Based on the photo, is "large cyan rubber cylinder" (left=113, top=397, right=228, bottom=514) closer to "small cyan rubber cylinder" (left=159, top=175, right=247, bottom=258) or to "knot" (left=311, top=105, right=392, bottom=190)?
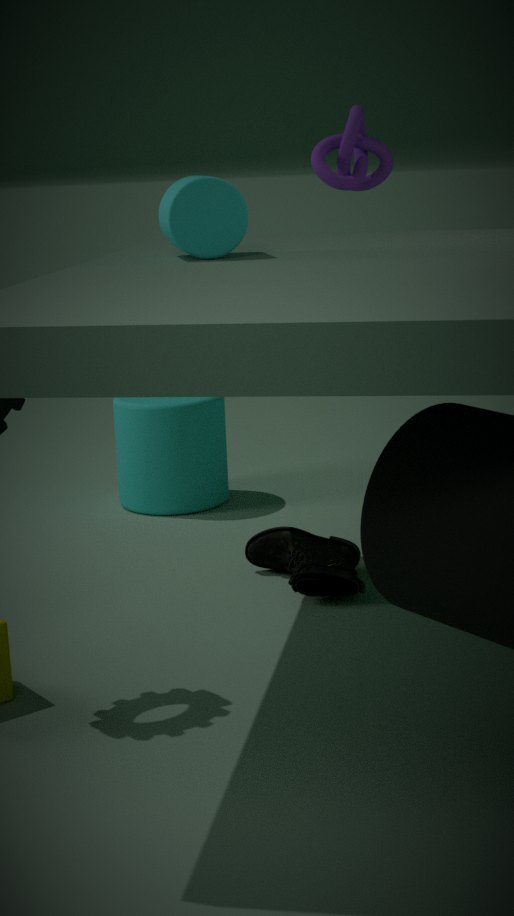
"knot" (left=311, top=105, right=392, bottom=190)
